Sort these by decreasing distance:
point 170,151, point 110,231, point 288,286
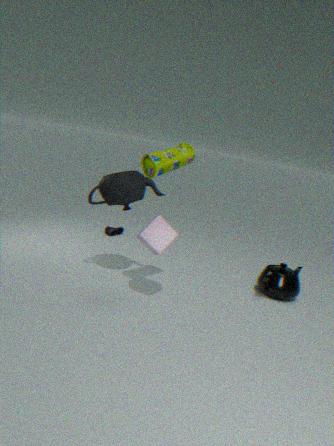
point 110,231 < point 288,286 < point 170,151
